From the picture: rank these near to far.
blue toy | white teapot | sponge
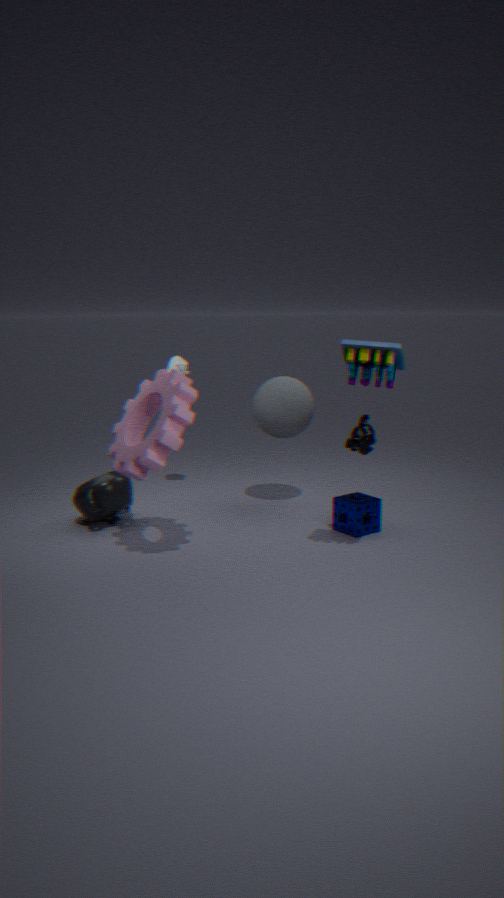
blue toy, sponge, white teapot
